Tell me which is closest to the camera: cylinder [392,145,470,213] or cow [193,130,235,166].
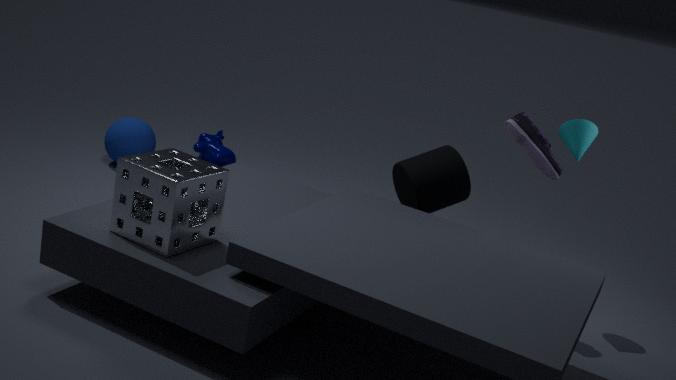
cylinder [392,145,470,213]
